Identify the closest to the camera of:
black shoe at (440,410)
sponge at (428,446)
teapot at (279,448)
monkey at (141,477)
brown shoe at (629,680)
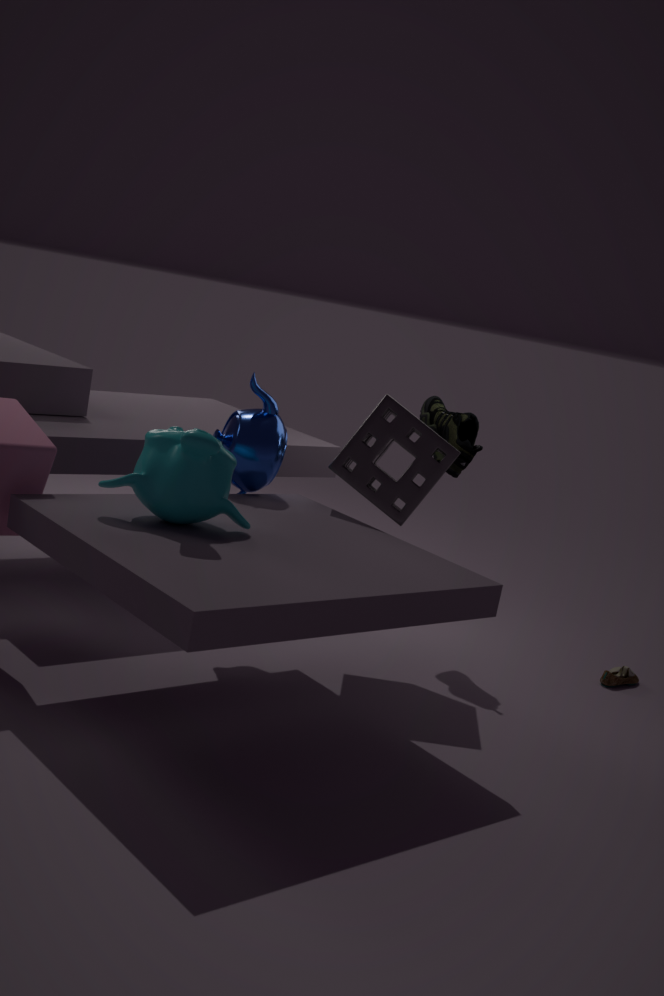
monkey at (141,477)
